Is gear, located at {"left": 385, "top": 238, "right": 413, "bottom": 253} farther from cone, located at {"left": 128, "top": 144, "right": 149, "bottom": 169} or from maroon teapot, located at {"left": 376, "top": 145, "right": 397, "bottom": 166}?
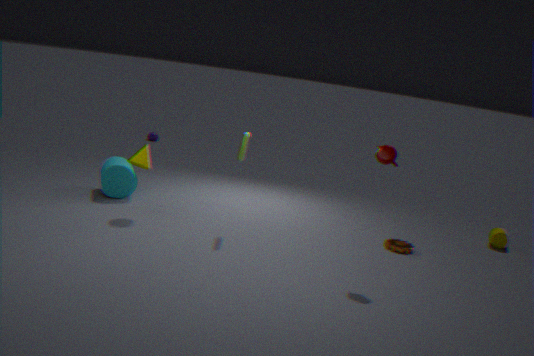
A: cone, located at {"left": 128, "top": 144, "right": 149, "bottom": 169}
